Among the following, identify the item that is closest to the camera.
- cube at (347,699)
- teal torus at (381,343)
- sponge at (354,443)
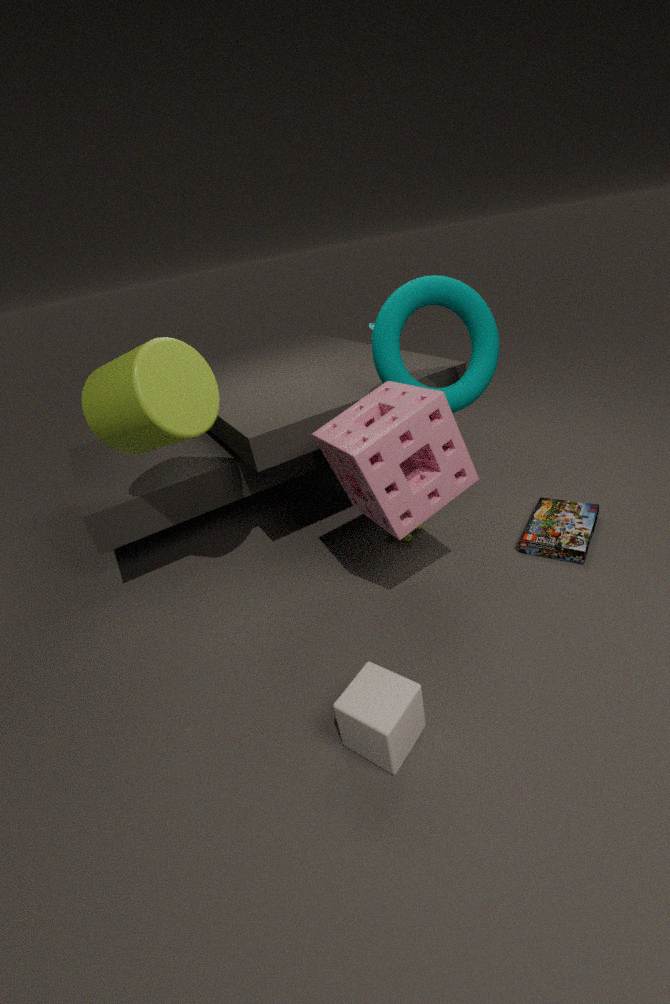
cube at (347,699)
